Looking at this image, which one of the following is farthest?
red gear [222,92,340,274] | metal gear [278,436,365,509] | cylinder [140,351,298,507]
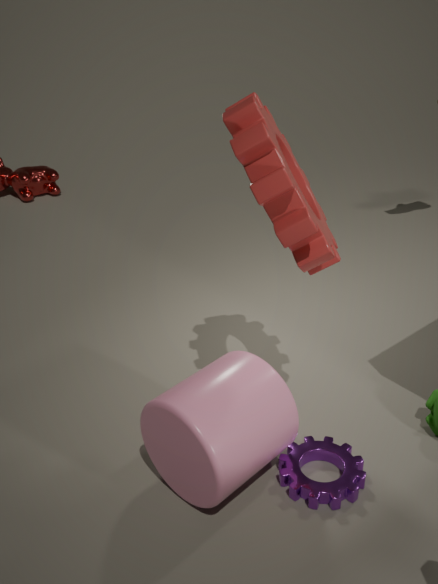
metal gear [278,436,365,509]
